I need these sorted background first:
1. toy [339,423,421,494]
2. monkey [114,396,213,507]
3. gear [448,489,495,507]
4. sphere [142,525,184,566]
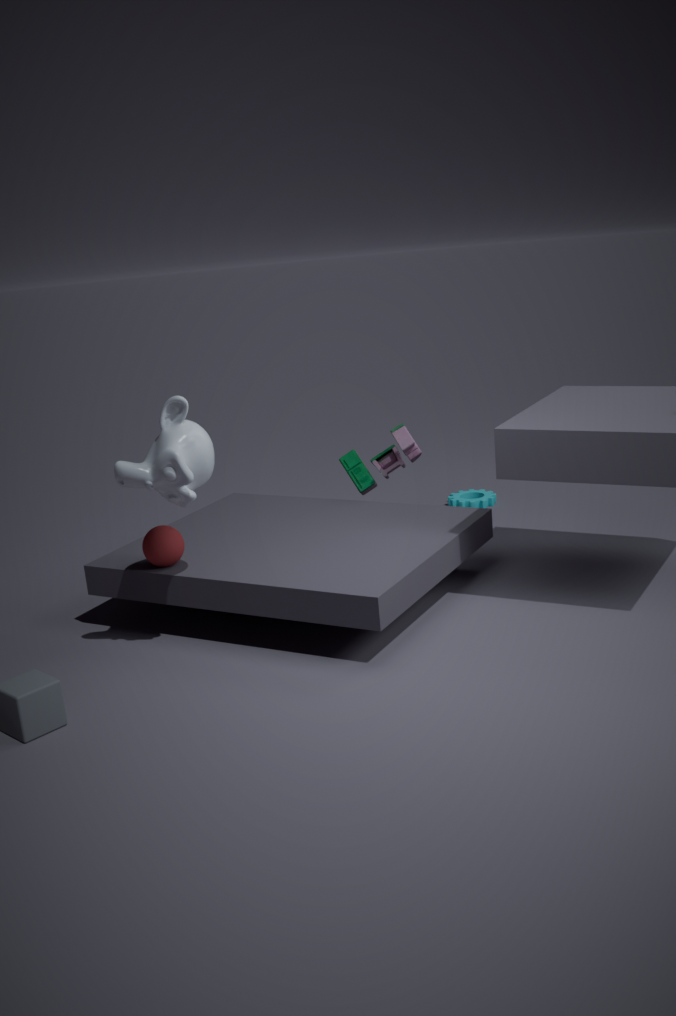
gear [448,489,495,507]
toy [339,423,421,494]
sphere [142,525,184,566]
monkey [114,396,213,507]
